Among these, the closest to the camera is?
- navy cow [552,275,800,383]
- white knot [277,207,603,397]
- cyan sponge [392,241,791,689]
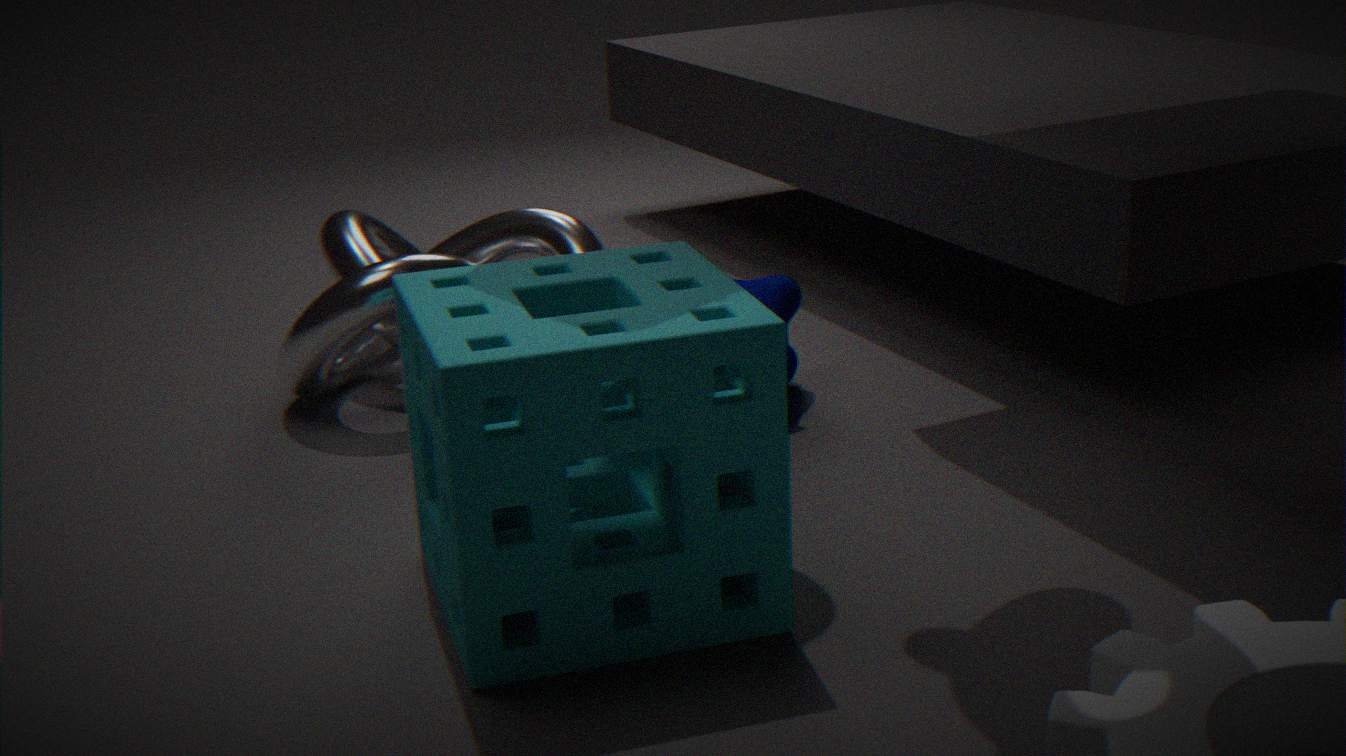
cyan sponge [392,241,791,689]
